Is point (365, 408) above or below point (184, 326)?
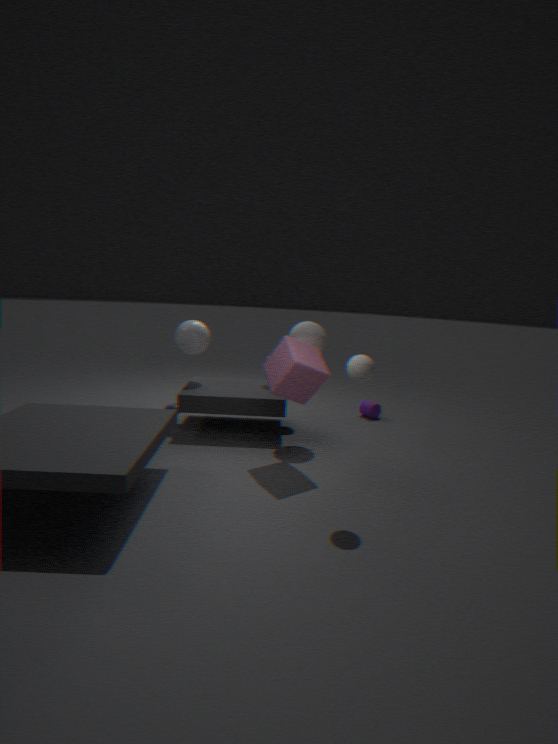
below
